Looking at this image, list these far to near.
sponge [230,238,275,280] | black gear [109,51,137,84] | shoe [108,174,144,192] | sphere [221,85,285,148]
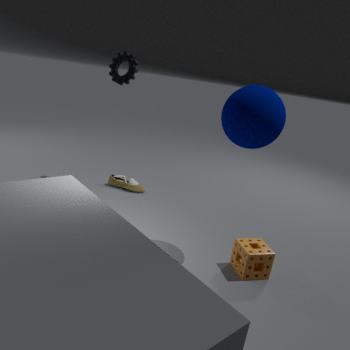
1. shoe [108,174,144,192]
2. black gear [109,51,137,84]
3. sponge [230,238,275,280]
4. sphere [221,85,285,148]
